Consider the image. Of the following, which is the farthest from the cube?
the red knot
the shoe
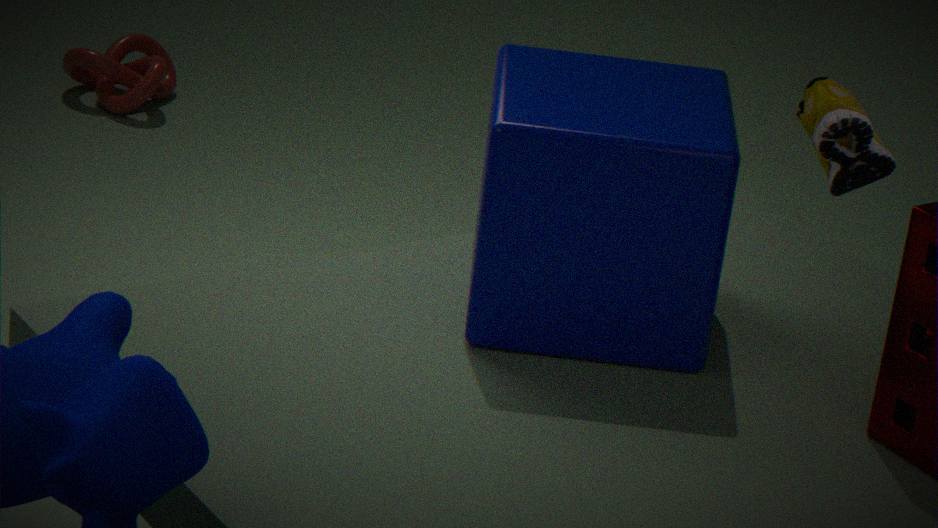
the red knot
